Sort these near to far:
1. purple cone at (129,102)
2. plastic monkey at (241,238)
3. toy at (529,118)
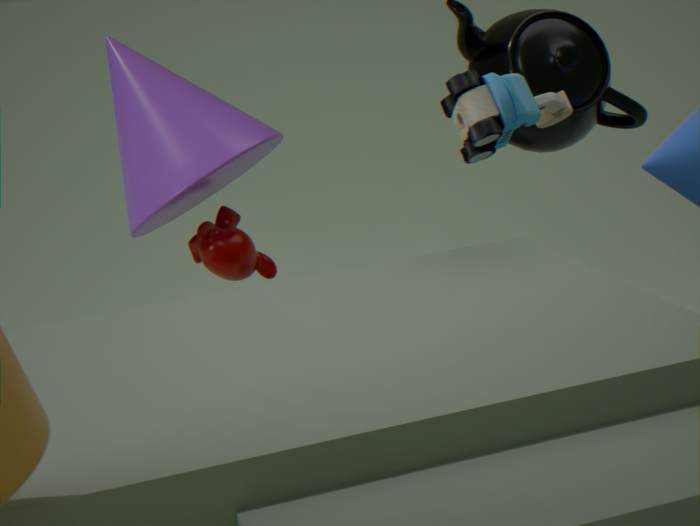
toy at (529,118) → purple cone at (129,102) → plastic monkey at (241,238)
